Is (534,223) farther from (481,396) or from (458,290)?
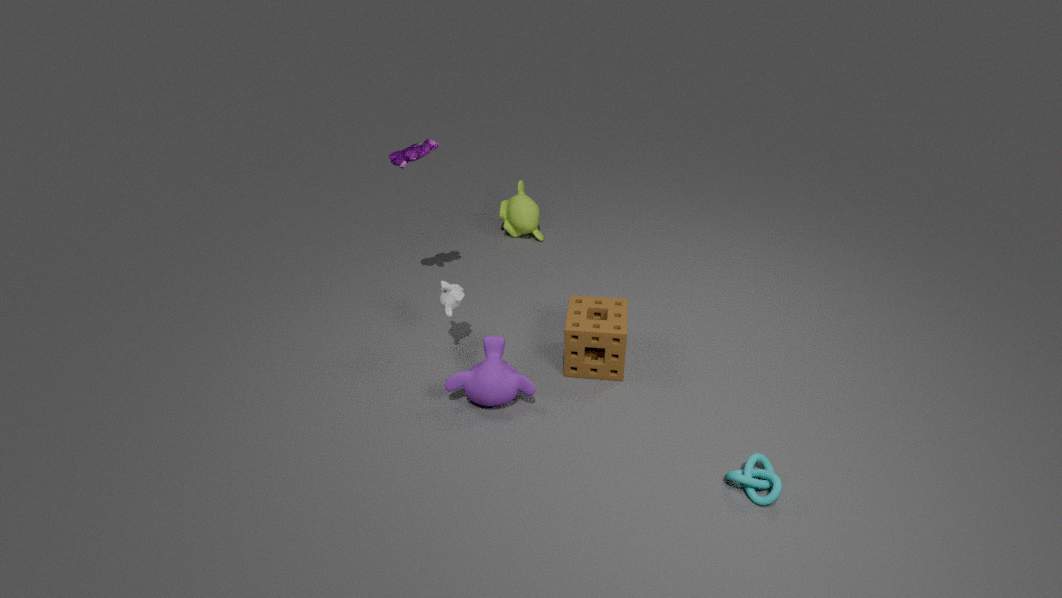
(481,396)
